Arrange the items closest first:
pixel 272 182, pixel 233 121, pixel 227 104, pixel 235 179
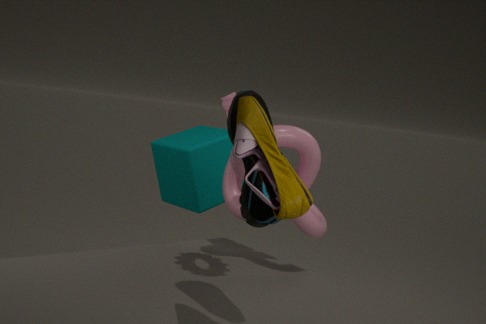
pixel 272 182 → pixel 233 121 → pixel 227 104 → pixel 235 179
